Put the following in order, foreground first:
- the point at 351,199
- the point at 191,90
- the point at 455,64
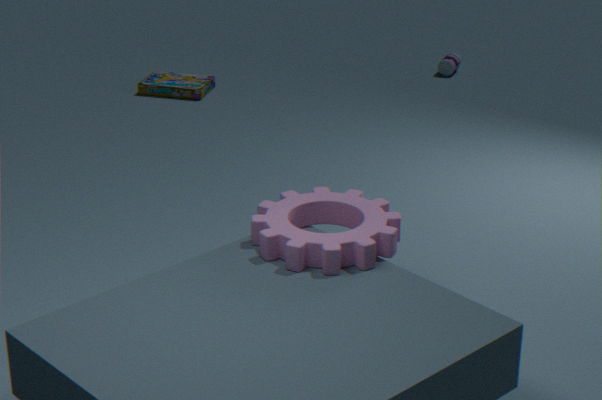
the point at 351,199, the point at 191,90, the point at 455,64
